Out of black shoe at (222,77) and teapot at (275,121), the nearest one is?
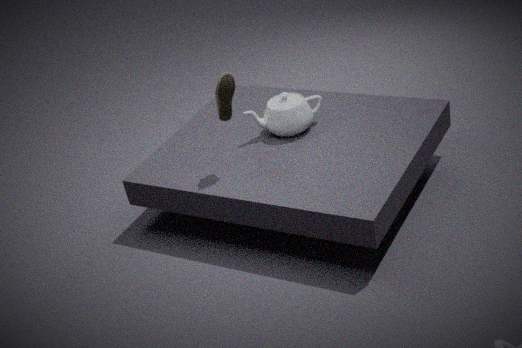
black shoe at (222,77)
